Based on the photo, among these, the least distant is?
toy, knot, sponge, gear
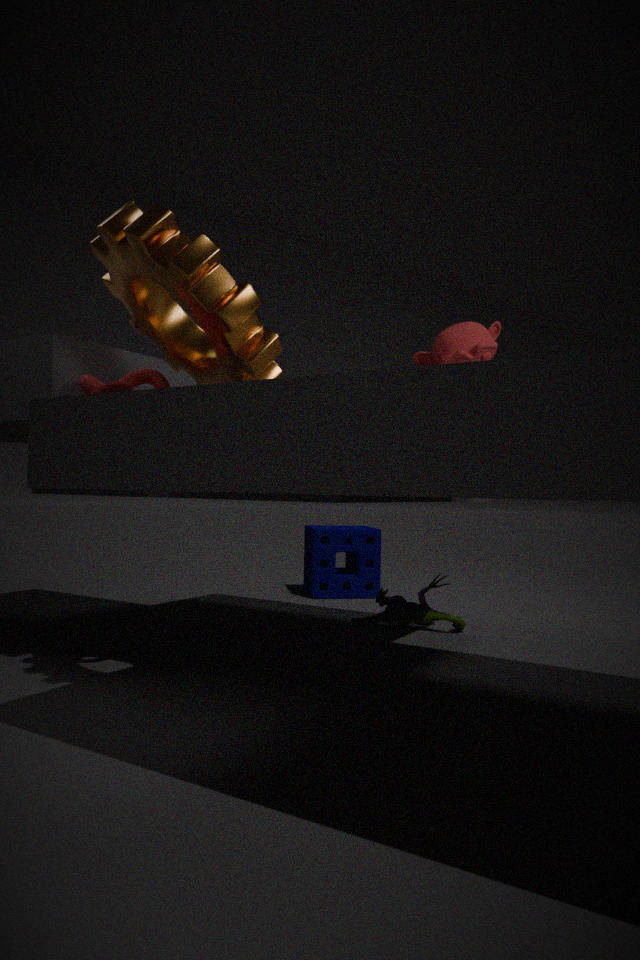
gear
